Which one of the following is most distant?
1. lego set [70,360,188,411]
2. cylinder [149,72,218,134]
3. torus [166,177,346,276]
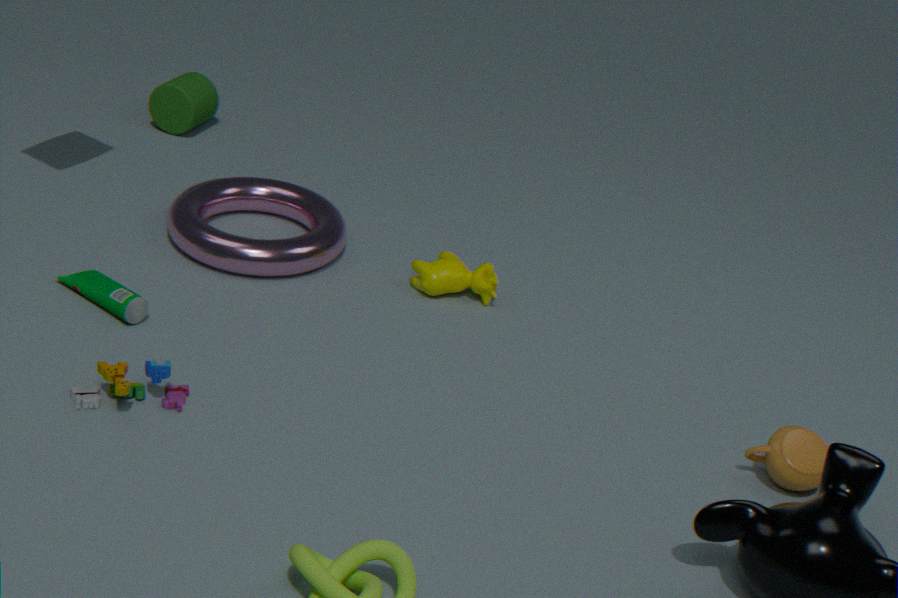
cylinder [149,72,218,134]
